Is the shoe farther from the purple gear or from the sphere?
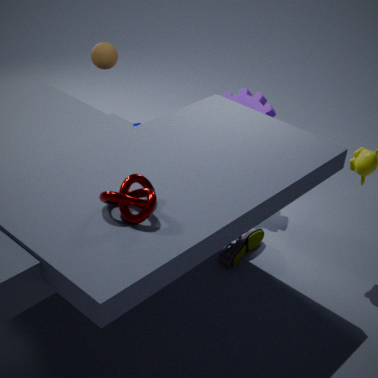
the sphere
